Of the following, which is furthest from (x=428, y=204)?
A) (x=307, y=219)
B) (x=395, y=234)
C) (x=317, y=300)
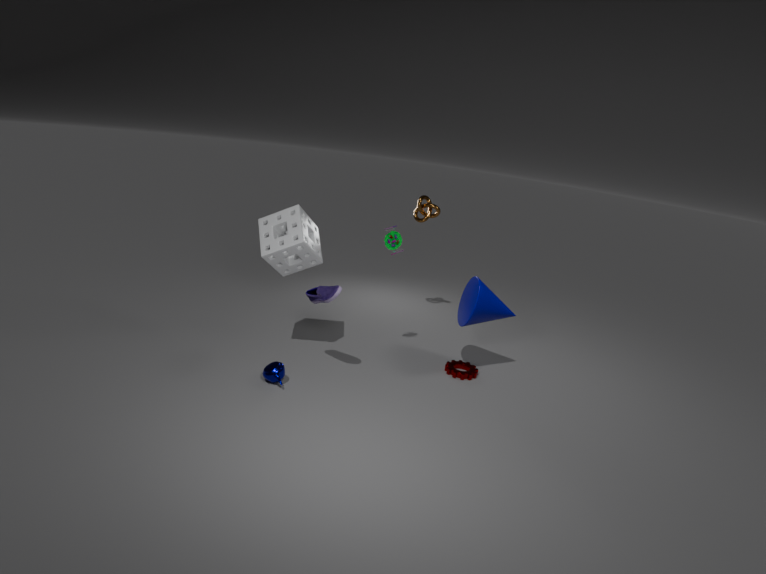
(x=317, y=300)
